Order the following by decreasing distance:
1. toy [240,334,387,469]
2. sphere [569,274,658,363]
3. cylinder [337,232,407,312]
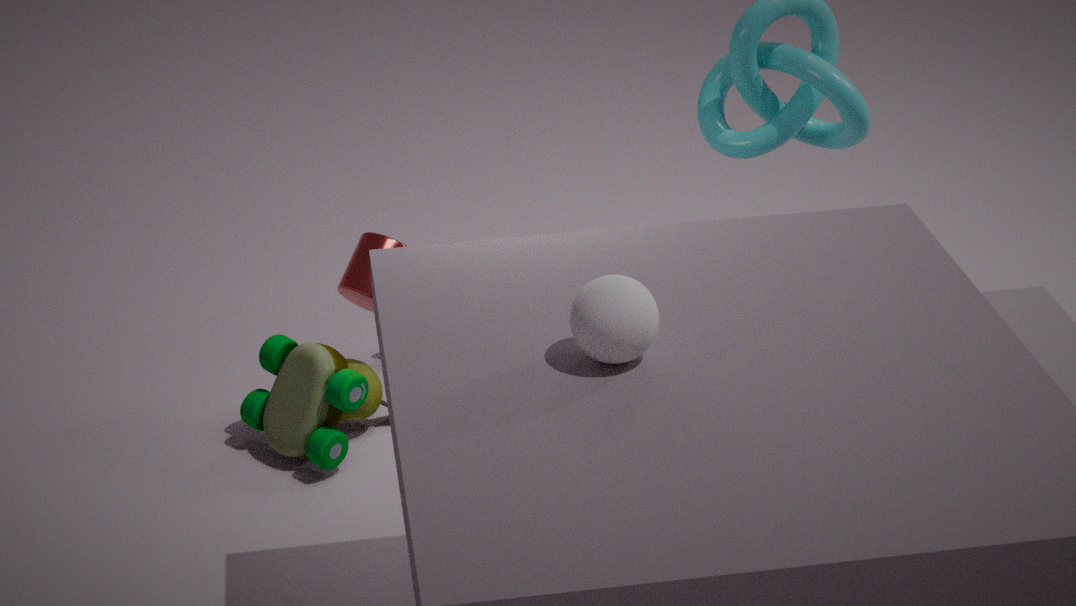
cylinder [337,232,407,312]
toy [240,334,387,469]
sphere [569,274,658,363]
